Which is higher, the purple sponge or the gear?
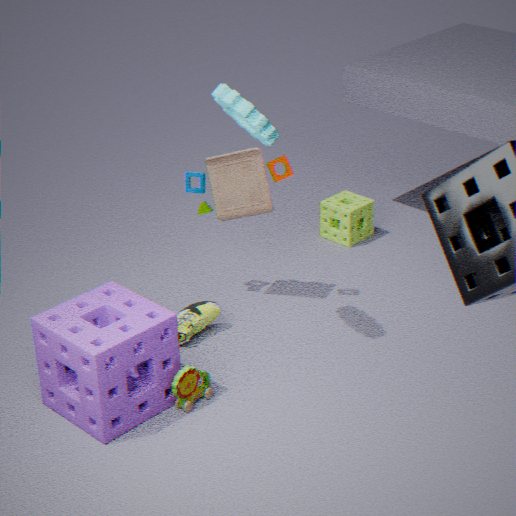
the gear
